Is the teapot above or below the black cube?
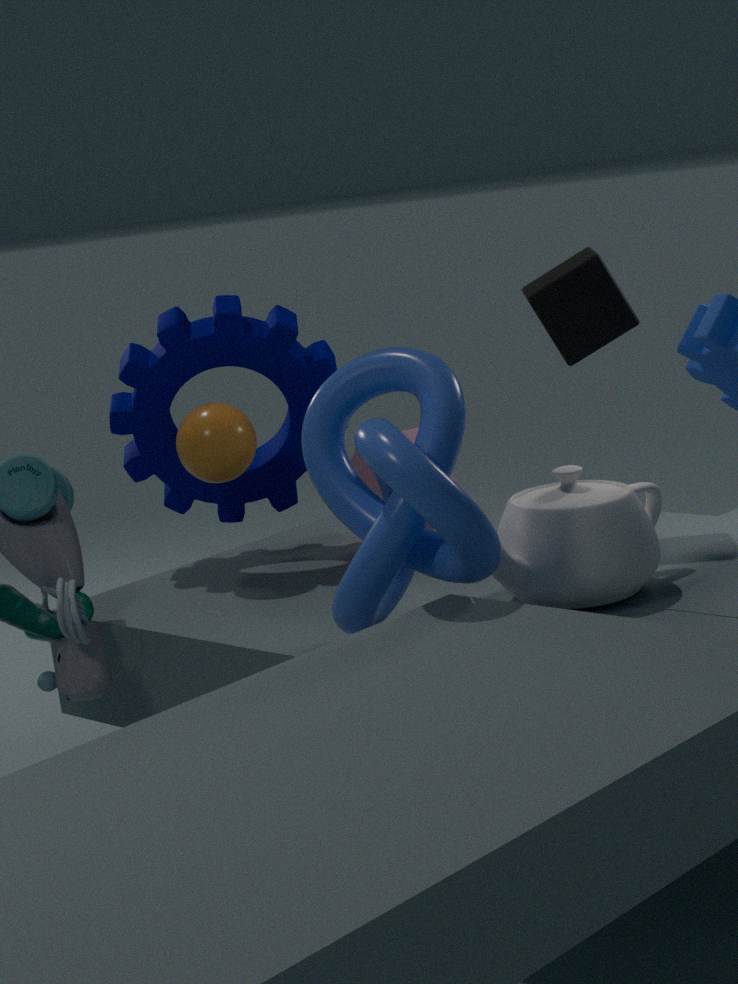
below
